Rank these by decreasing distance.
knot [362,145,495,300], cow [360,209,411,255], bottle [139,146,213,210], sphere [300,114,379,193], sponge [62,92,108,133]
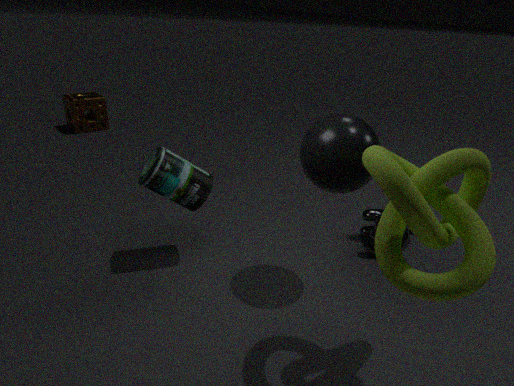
sponge [62,92,108,133] → cow [360,209,411,255] → bottle [139,146,213,210] → sphere [300,114,379,193] → knot [362,145,495,300]
